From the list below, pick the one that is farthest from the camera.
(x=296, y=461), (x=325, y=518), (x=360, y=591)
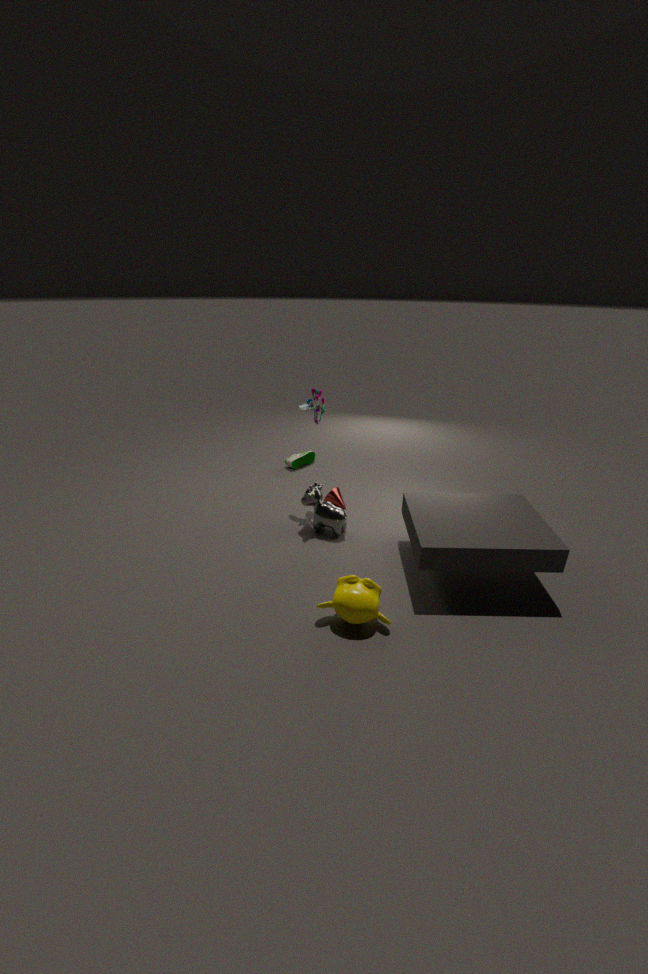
(x=296, y=461)
